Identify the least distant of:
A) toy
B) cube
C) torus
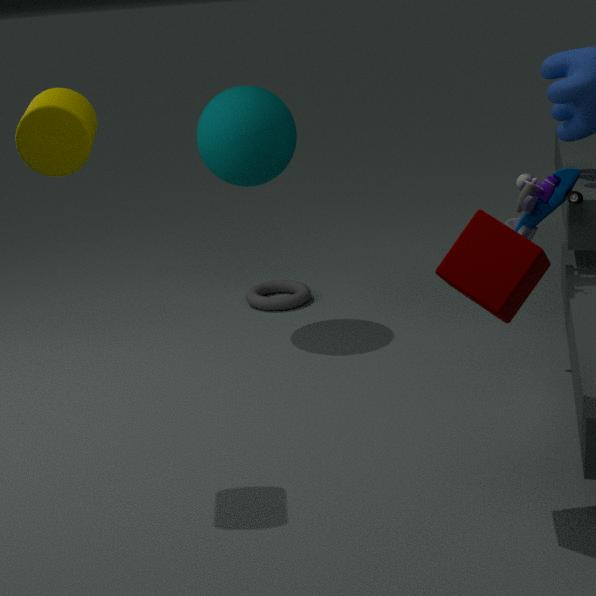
cube
